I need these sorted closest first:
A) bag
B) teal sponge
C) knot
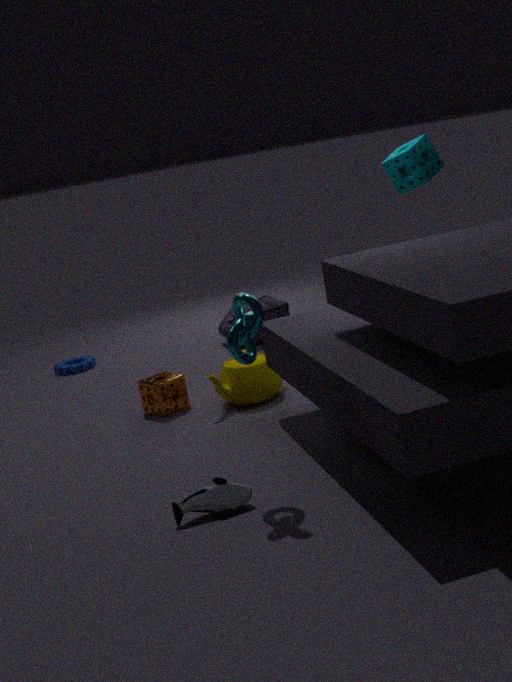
knot < teal sponge < bag
